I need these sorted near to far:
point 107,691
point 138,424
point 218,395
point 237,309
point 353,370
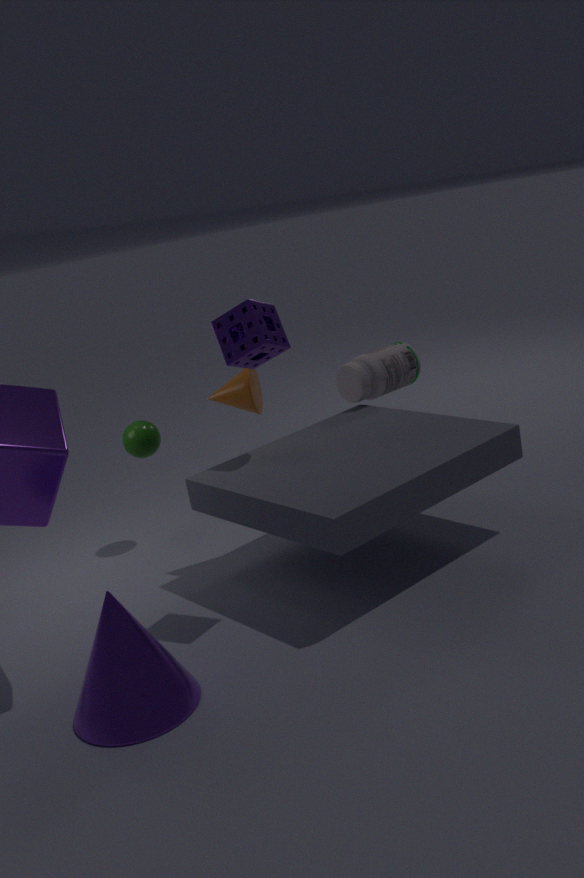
point 107,691
point 237,309
point 218,395
point 138,424
point 353,370
